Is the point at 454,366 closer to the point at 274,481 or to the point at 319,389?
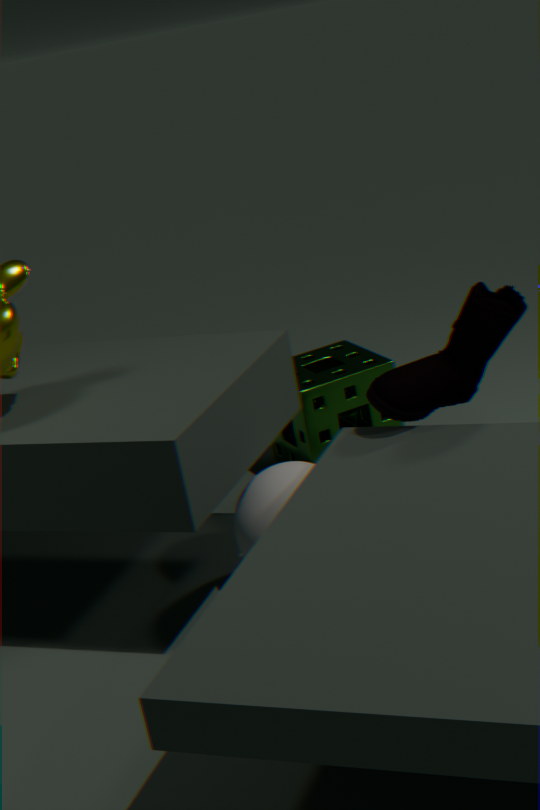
the point at 274,481
